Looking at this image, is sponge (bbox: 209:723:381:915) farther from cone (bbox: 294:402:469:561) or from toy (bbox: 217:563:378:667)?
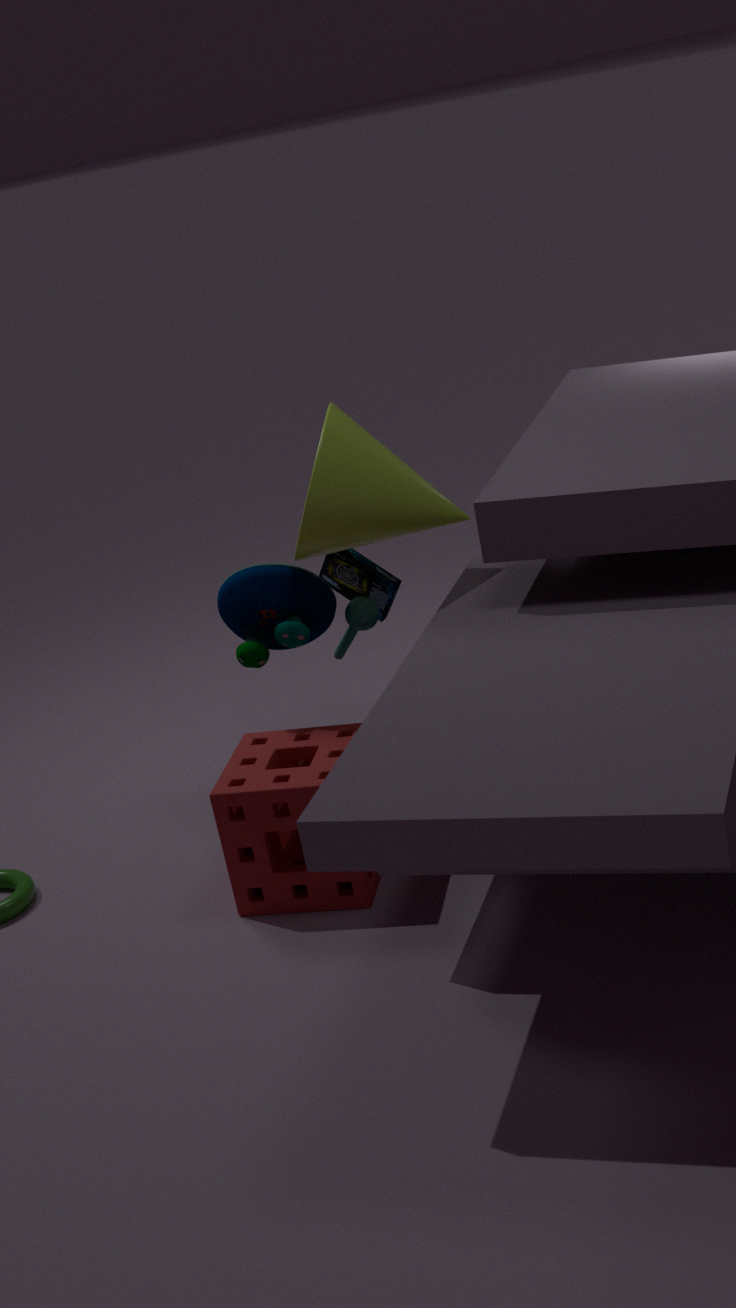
cone (bbox: 294:402:469:561)
